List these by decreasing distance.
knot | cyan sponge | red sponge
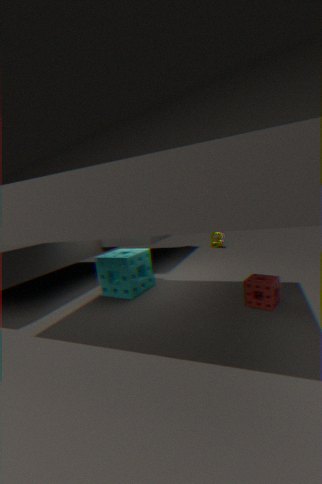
1. knot
2. cyan sponge
3. red sponge
